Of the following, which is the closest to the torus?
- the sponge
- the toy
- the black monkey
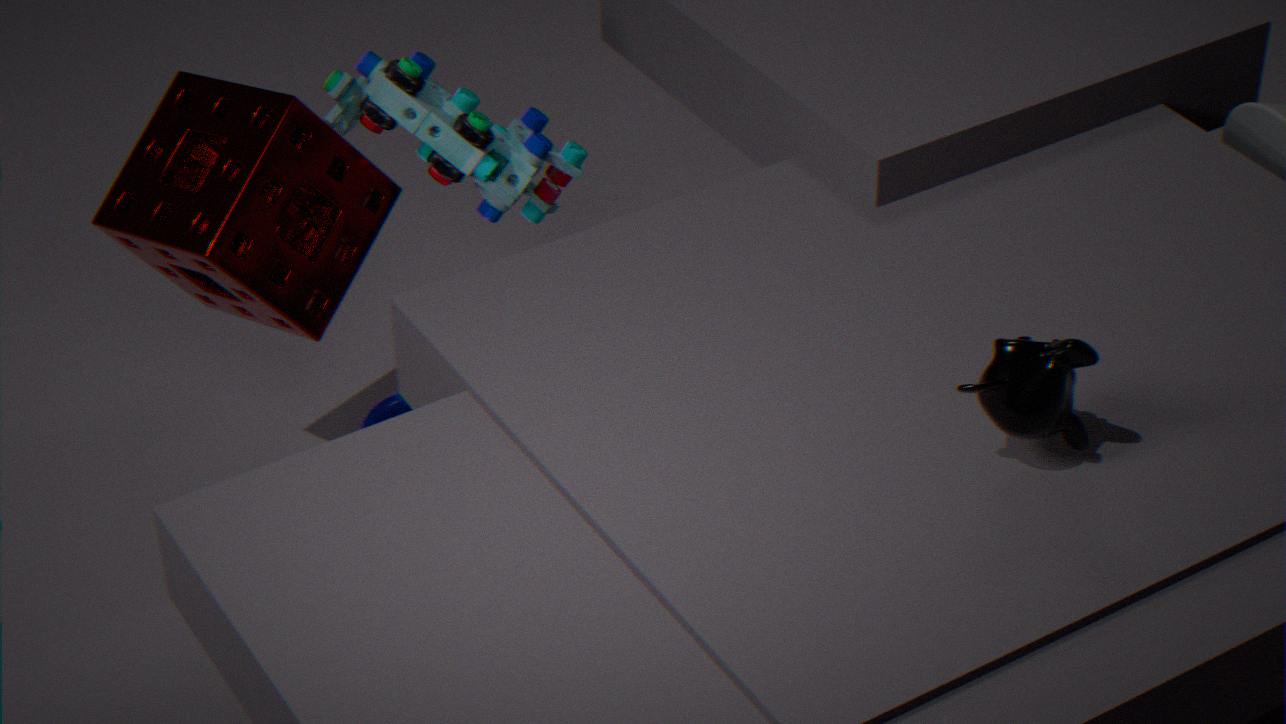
the sponge
